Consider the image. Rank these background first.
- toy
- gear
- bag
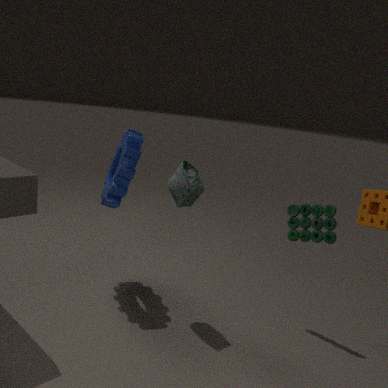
gear → toy → bag
